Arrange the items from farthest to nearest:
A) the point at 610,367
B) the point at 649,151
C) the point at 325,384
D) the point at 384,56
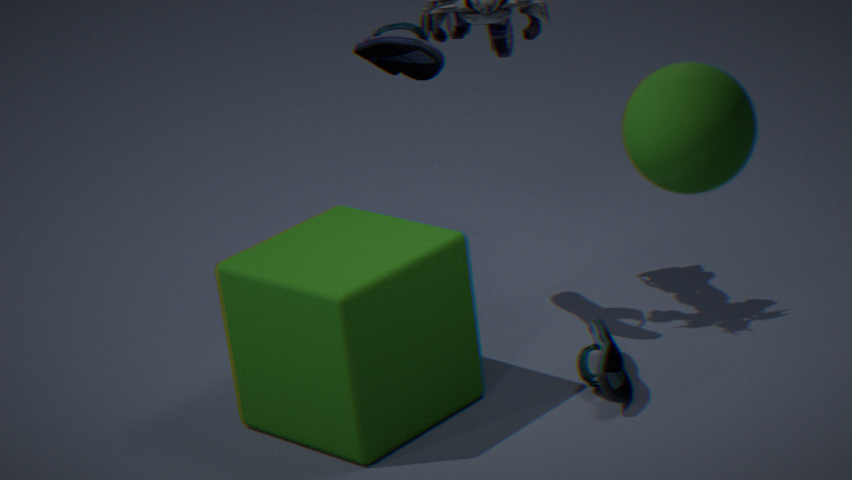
the point at 384,56
the point at 610,367
the point at 325,384
the point at 649,151
